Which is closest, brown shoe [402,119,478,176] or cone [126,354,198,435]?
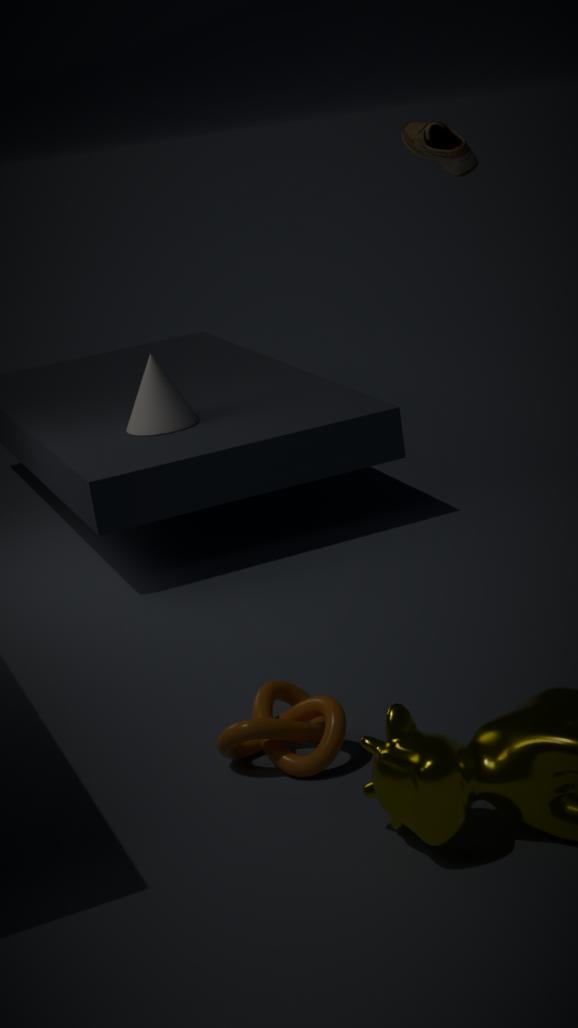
brown shoe [402,119,478,176]
